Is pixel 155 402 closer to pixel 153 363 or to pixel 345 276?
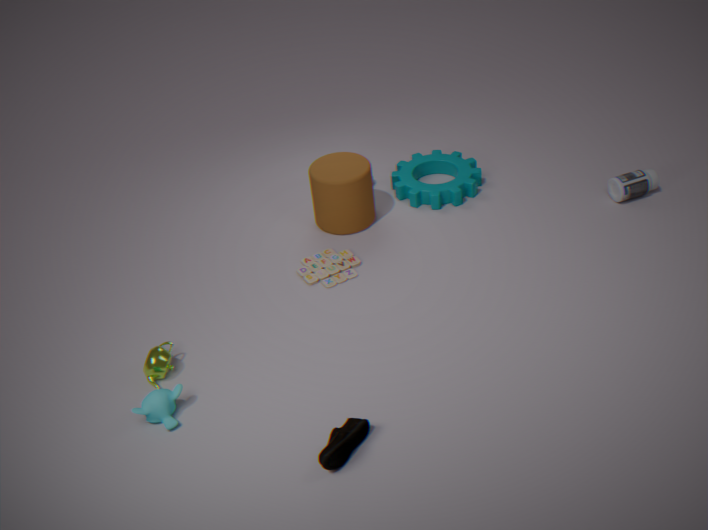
pixel 153 363
